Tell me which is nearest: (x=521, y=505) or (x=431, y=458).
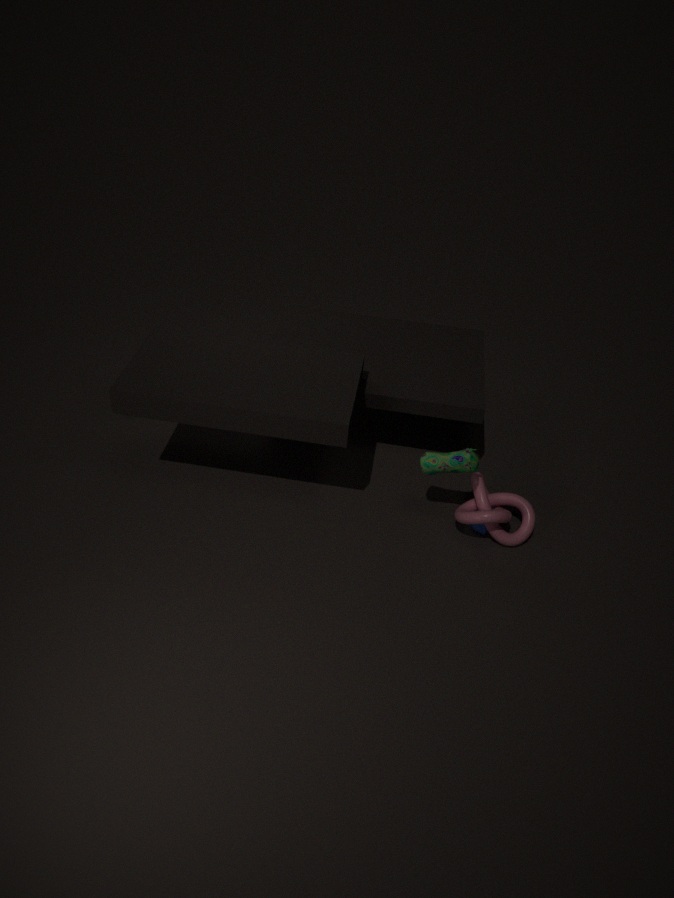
(x=431, y=458)
